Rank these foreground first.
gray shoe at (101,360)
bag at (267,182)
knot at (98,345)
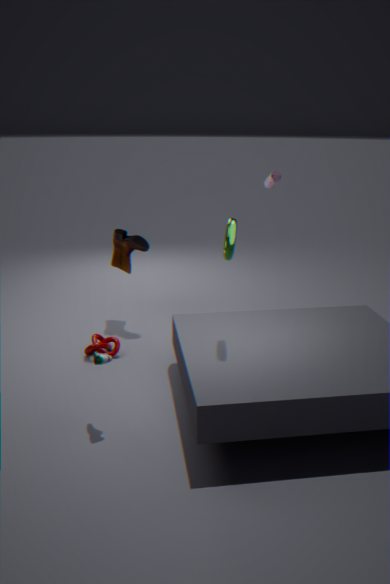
gray shoe at (101,360)
knot at (98,345)
bag at (267,182)
